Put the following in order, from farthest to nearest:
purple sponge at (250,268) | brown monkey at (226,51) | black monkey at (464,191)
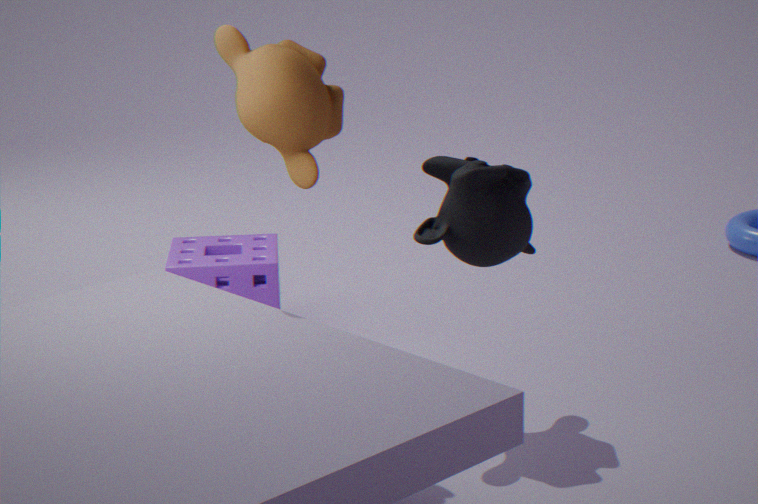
purple sponge at (250,268), black monkey at (464,191), brown monkey at (226,51)
